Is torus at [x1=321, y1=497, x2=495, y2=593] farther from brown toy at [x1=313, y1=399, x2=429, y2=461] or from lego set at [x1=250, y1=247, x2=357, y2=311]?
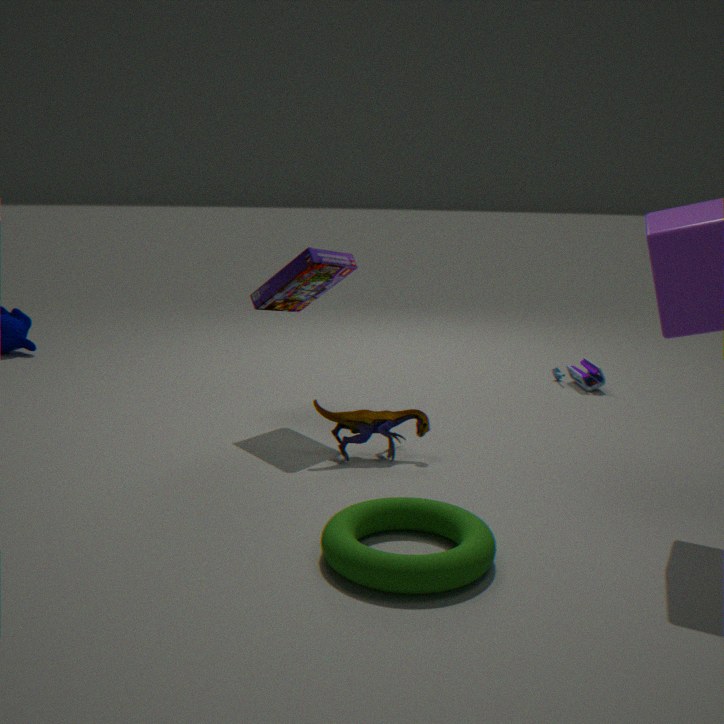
lego set at [x1=250, y1=247, x2=357, y2=311]
